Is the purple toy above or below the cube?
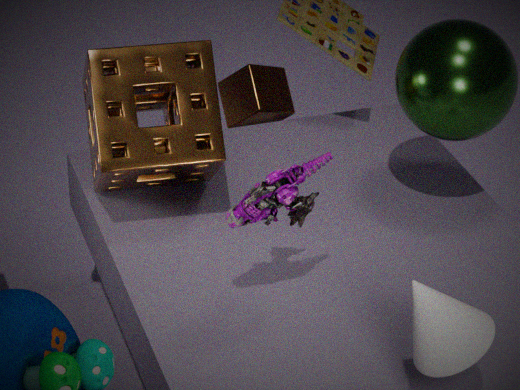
above
